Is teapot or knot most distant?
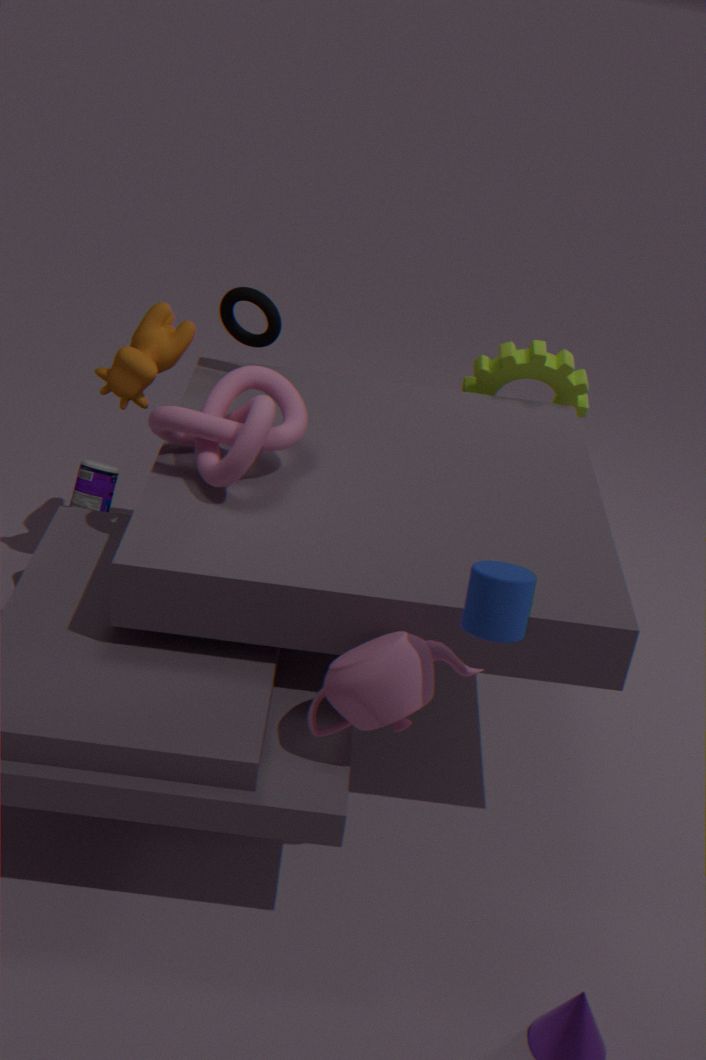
knot
